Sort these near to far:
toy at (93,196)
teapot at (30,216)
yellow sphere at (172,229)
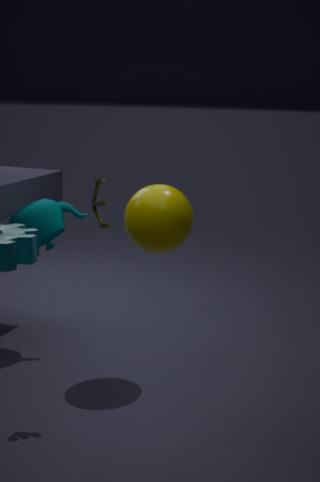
1. toy at (93,196)
2. yellow sphere at (172,229)
3. teapot at (30,216)
